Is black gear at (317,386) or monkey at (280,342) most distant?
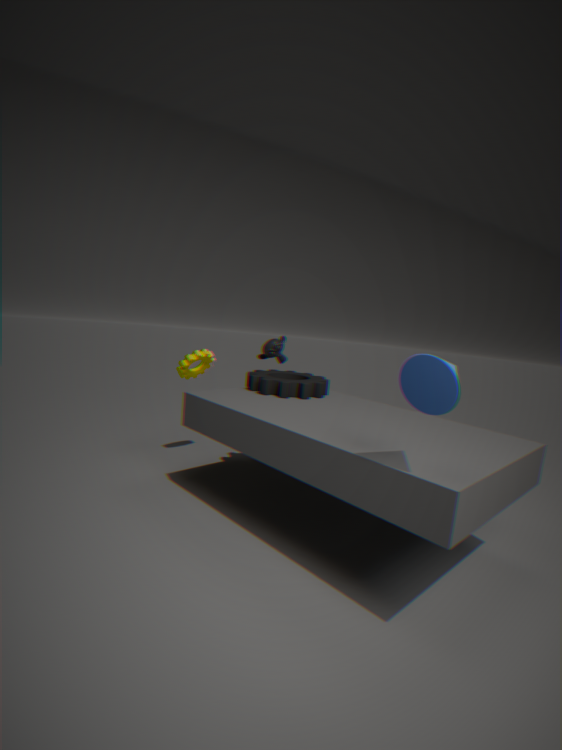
monkey at (280,342)
